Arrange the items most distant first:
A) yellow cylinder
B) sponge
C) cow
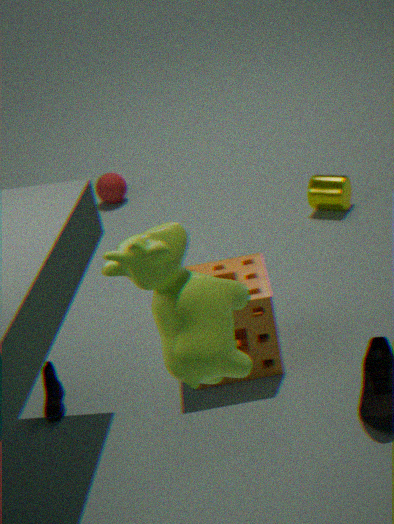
yellow cylinder
sponge
cow
